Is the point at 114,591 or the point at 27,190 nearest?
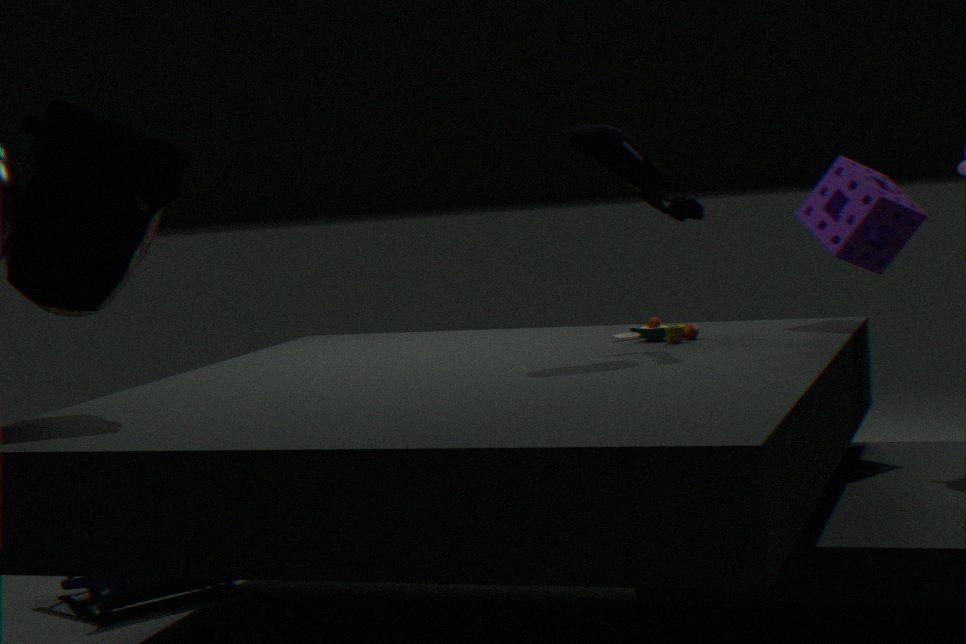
the point at 27,190
